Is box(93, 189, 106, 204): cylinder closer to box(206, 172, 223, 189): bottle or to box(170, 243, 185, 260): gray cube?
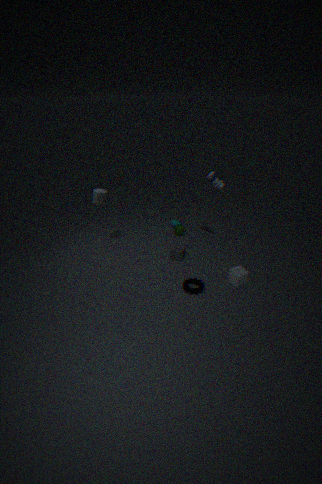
box(170, 243, 185, 260): gray cube
